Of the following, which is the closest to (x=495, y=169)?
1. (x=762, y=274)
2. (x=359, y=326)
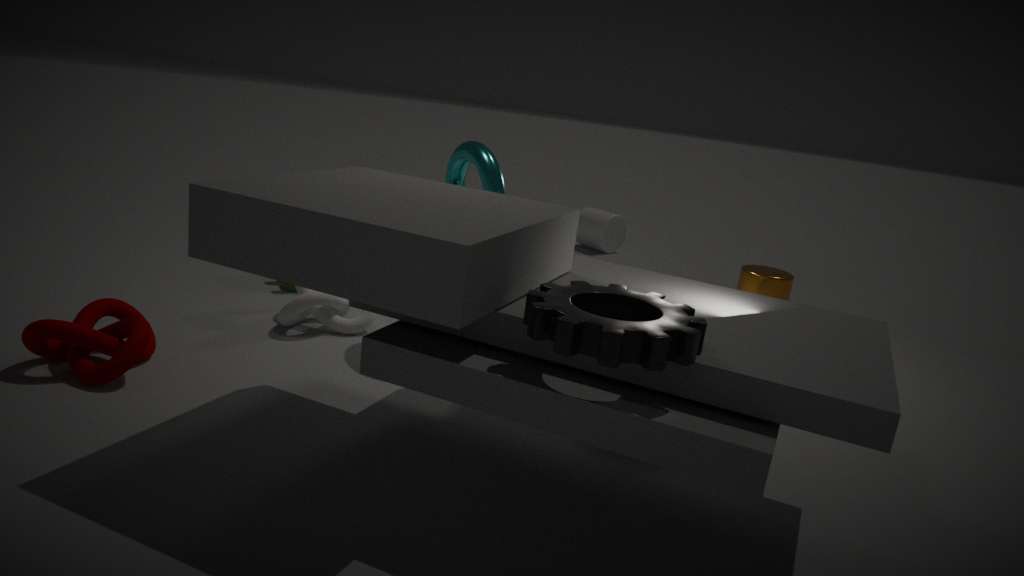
(x=359, y=326)
